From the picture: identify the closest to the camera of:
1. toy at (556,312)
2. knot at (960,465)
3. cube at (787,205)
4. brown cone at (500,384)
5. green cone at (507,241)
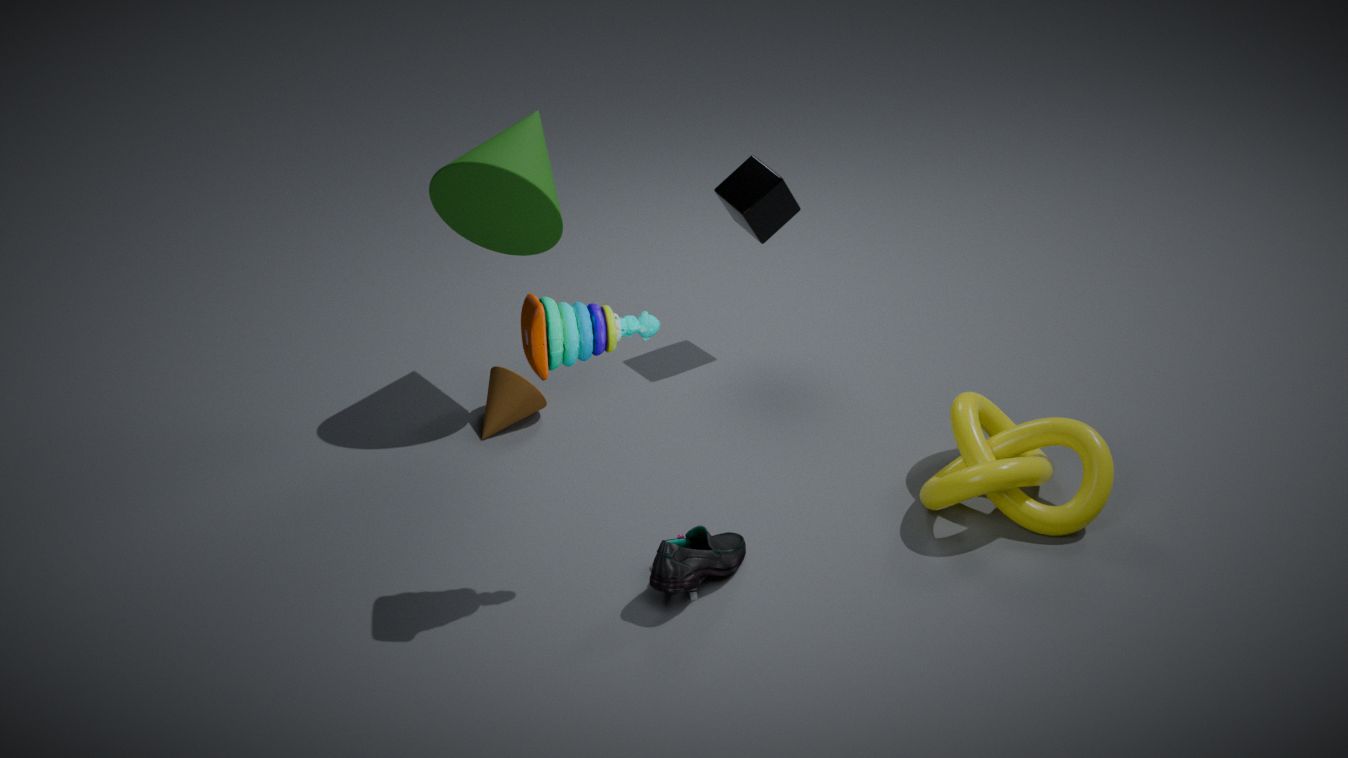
toy at (556,312)
